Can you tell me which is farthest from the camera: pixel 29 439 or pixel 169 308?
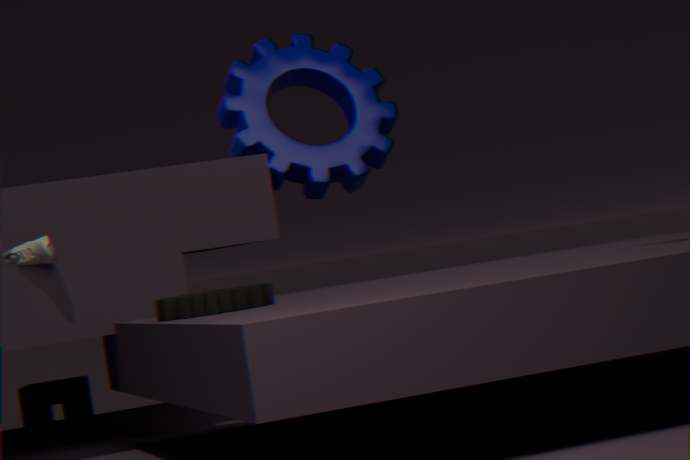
pixel 29 439
